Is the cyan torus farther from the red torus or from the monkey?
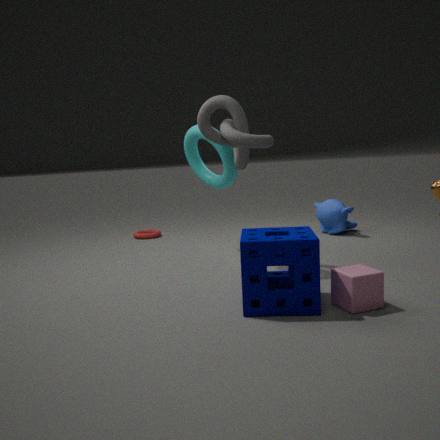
the monkey
